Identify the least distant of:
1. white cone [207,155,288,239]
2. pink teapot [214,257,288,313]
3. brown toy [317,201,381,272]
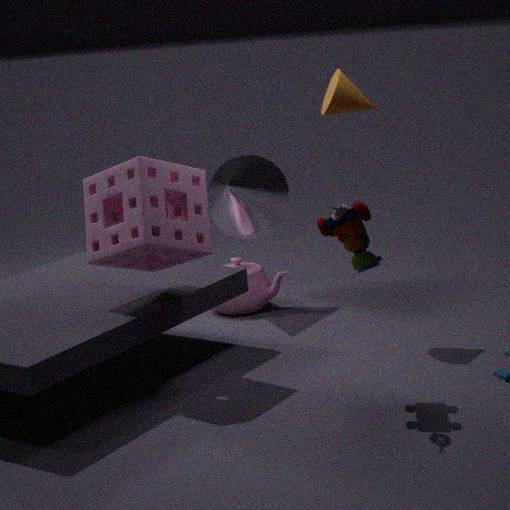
brown toy [317,201,381,272]
